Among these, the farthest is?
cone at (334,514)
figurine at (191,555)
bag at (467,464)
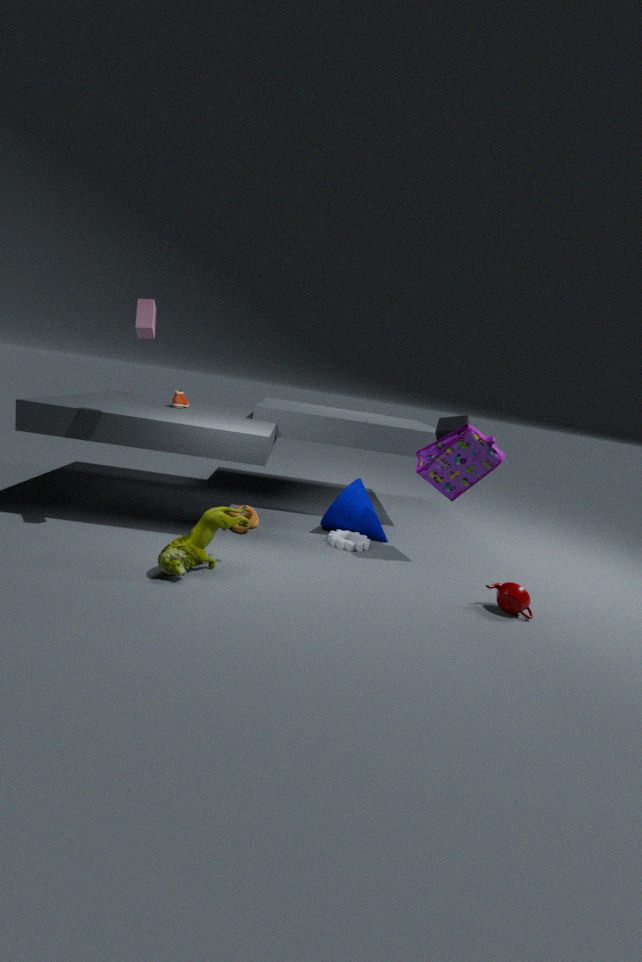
cone at (334,514)
